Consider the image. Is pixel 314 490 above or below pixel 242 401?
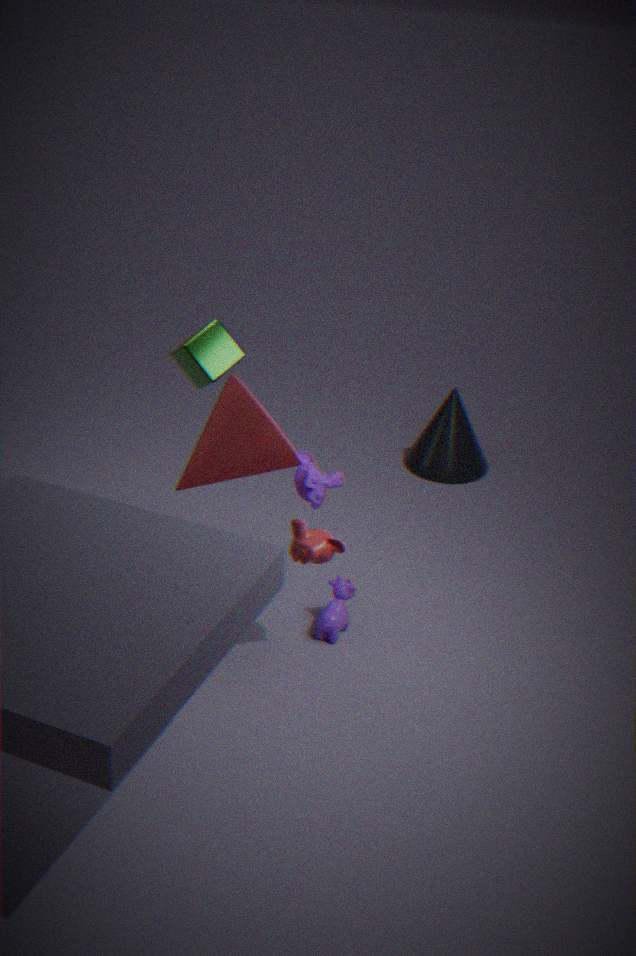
below
